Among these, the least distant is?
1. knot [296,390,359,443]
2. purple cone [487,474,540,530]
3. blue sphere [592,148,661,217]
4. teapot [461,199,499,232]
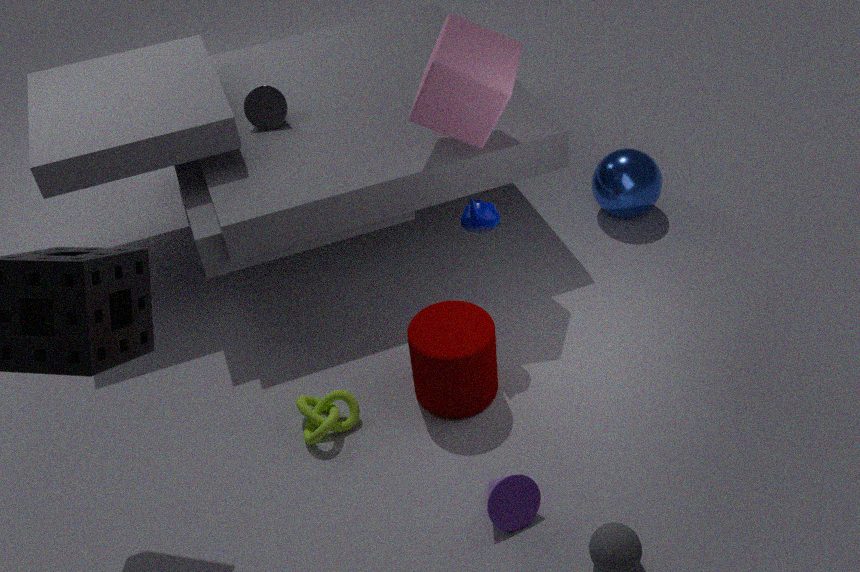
purple cone [487,474,540,530]
